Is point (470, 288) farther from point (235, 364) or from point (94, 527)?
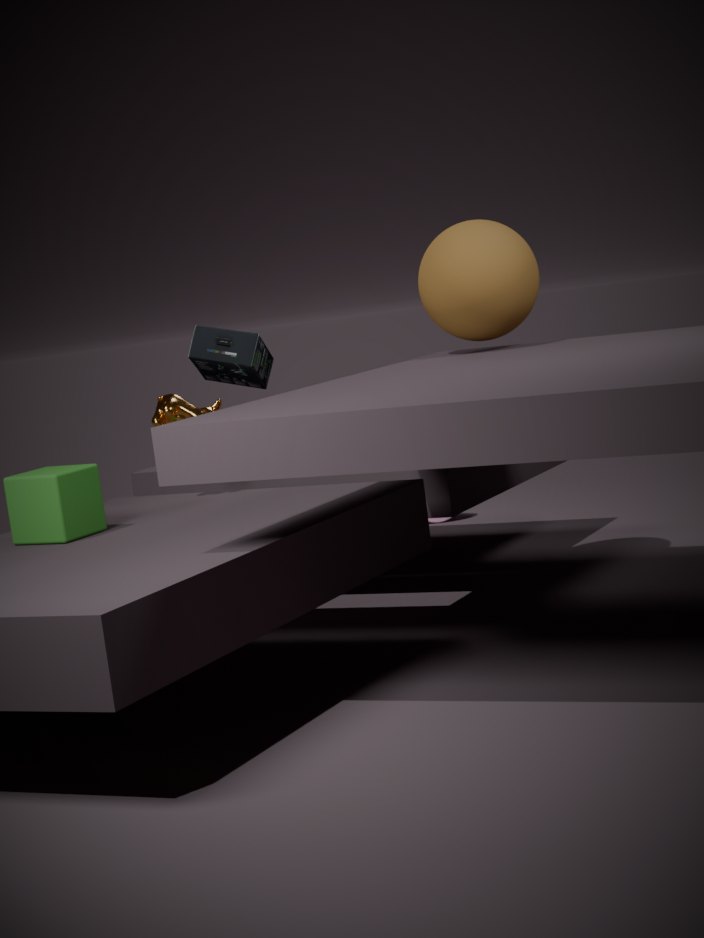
point (235, 364)
